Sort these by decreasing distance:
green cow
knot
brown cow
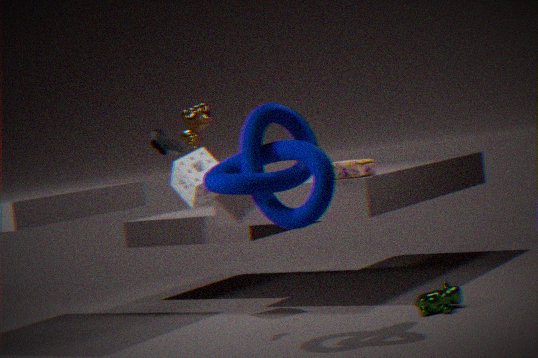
1. brown cow
2. green cow
3. knot
